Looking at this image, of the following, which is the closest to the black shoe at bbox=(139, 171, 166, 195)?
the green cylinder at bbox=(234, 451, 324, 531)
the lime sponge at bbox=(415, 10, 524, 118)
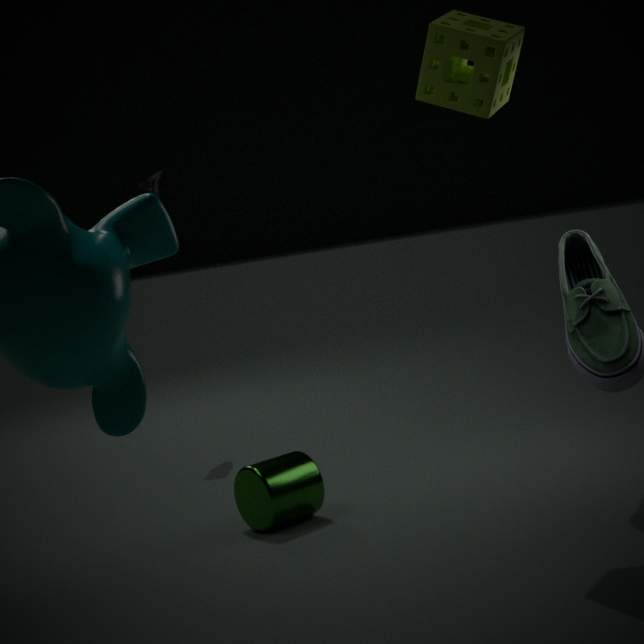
the green cylinder at bbox=(234, 451, 324, 531)
